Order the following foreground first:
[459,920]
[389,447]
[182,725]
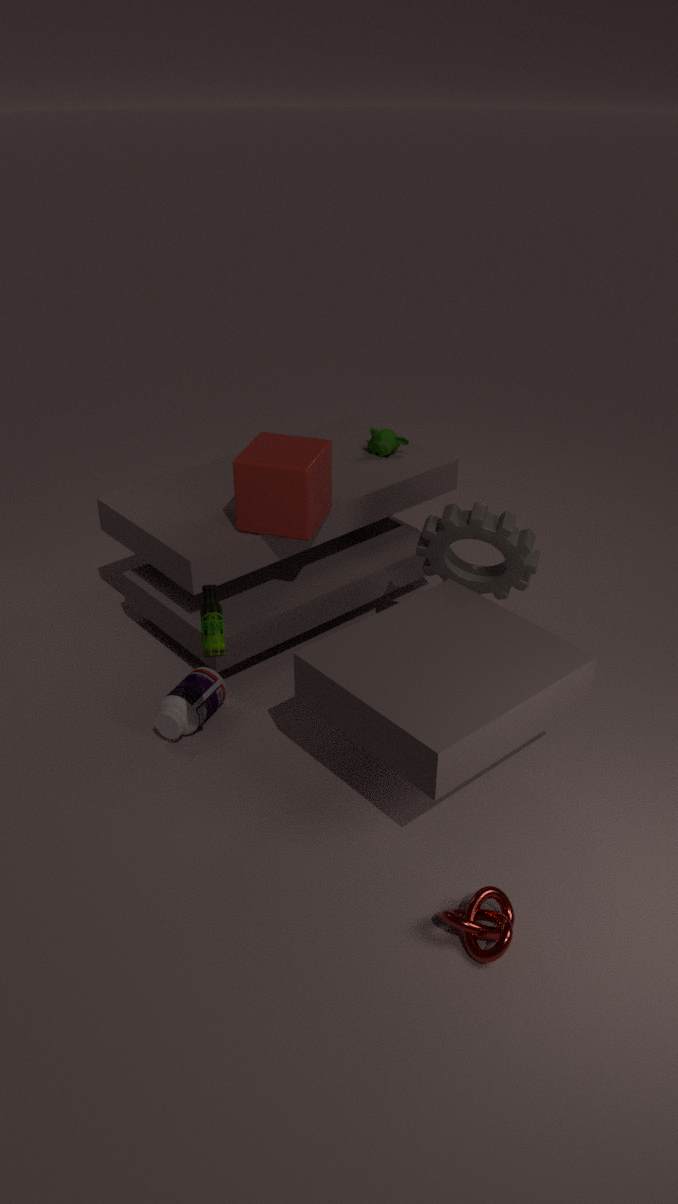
1. [459,920]
2. [182,725]
3. [389,447]
